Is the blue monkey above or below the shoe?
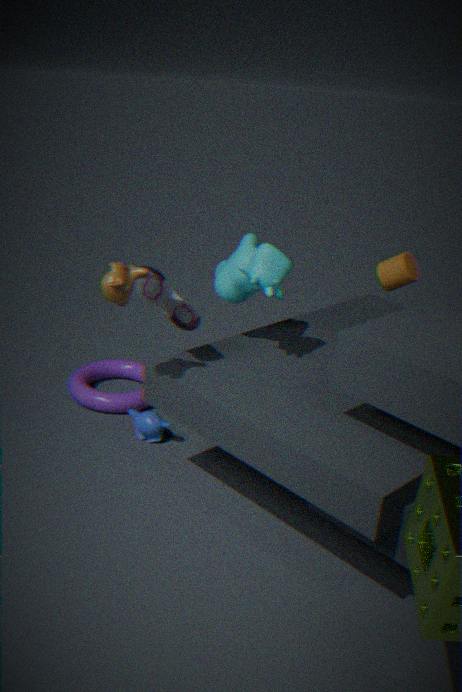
below
